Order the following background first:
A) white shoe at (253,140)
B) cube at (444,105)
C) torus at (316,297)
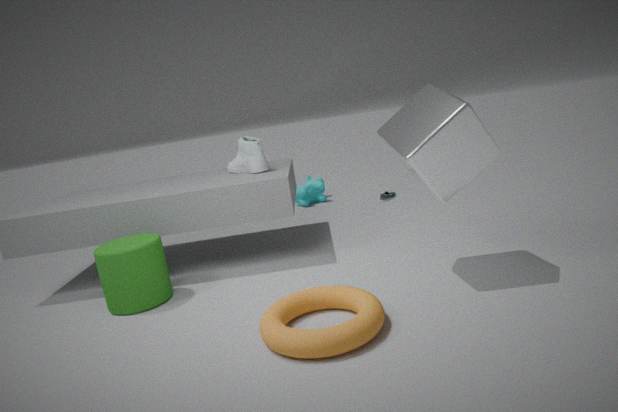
white shoe at (253,140) < cube at (444,105) < torus at (316,297)
